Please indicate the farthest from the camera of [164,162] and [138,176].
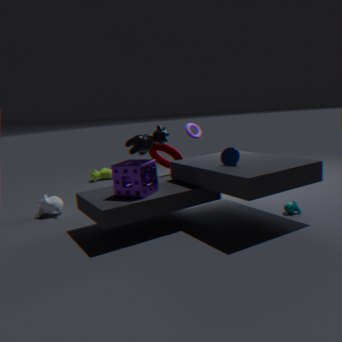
[164,162]
